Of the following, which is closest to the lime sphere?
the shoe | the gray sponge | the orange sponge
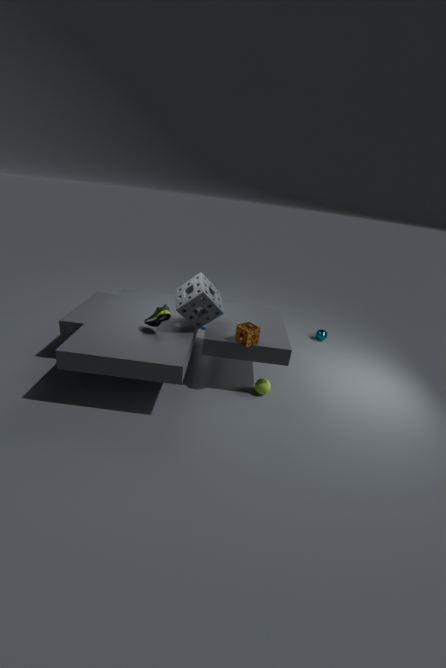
the orange sponge
